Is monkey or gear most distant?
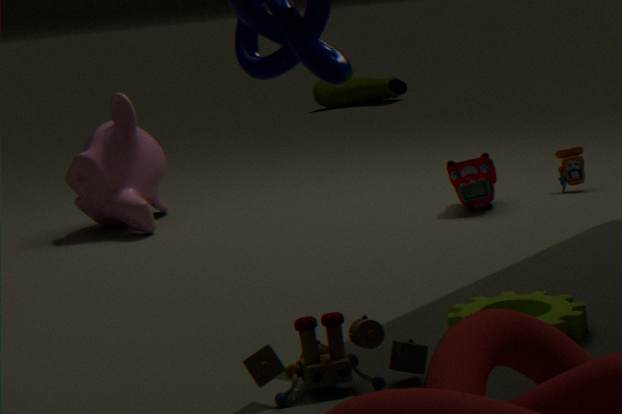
monkey
